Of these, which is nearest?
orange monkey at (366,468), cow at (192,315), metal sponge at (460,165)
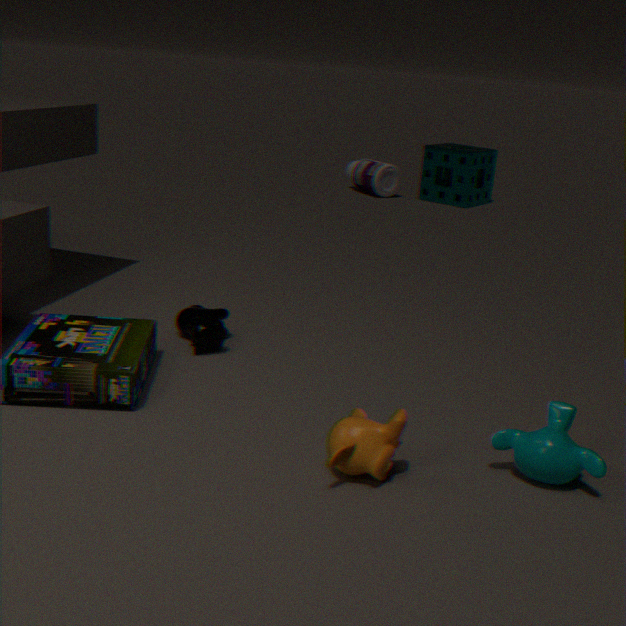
orange monkey at (366,468)
